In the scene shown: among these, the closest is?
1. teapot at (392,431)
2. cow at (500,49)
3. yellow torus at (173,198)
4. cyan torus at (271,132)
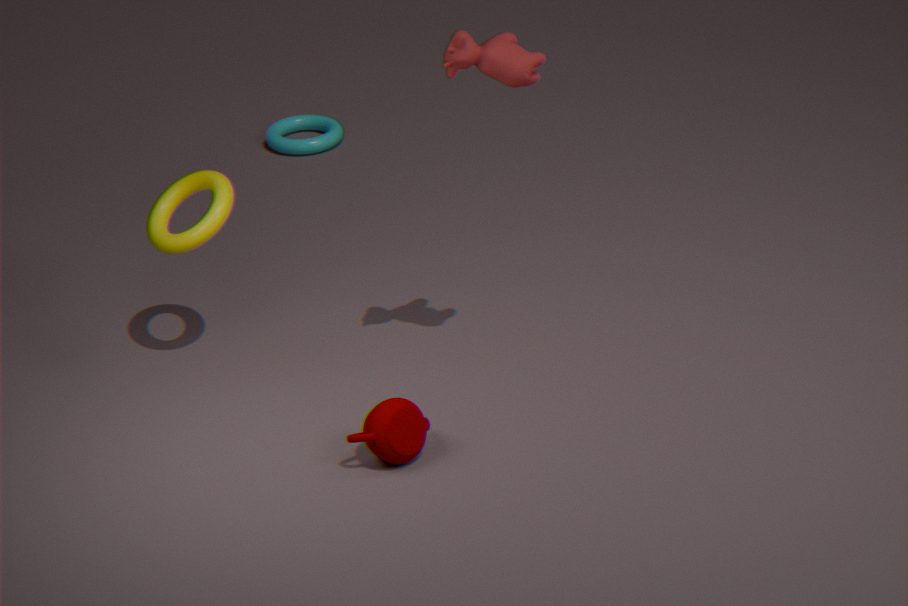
teapot at (392,431)
